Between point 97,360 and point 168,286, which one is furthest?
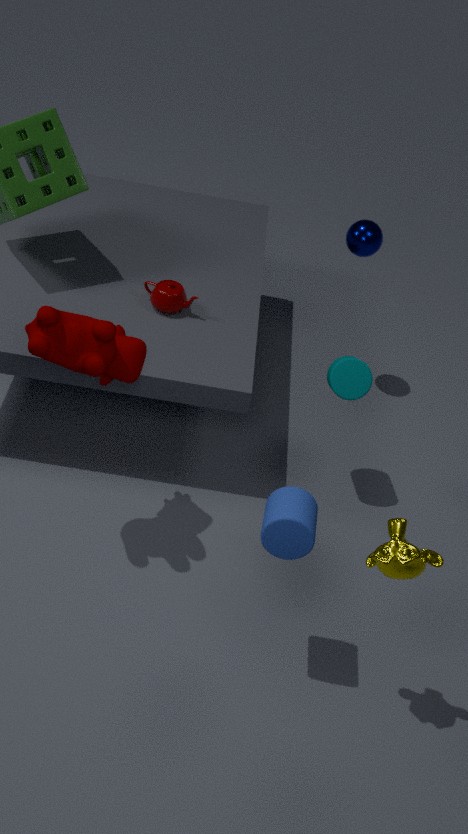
point 168,286
